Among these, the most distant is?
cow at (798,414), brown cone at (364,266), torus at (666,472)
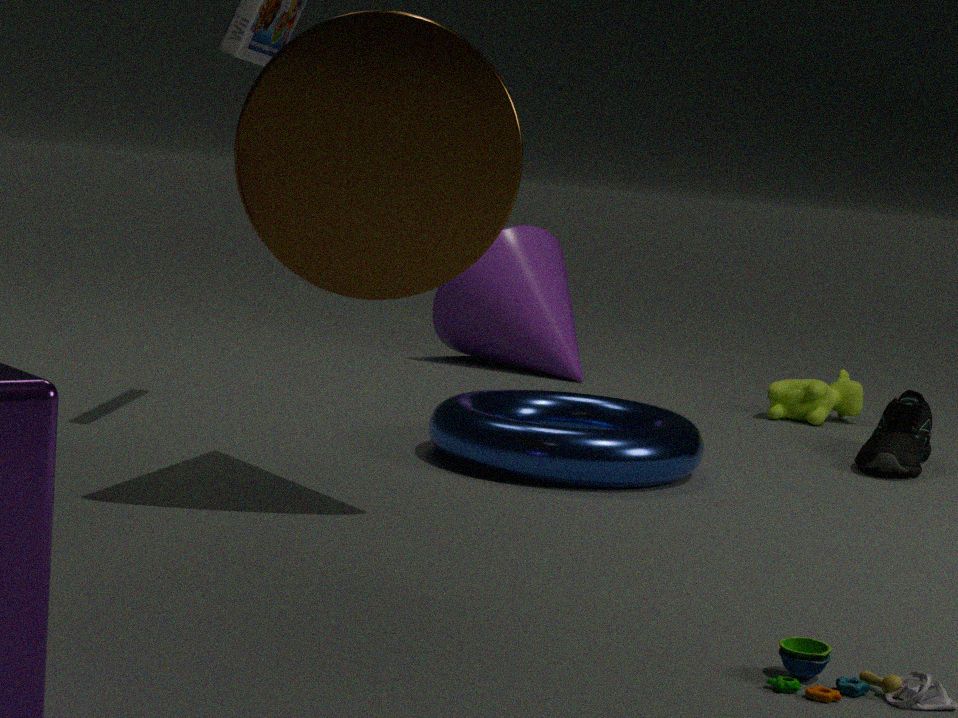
cow at (798,414)
